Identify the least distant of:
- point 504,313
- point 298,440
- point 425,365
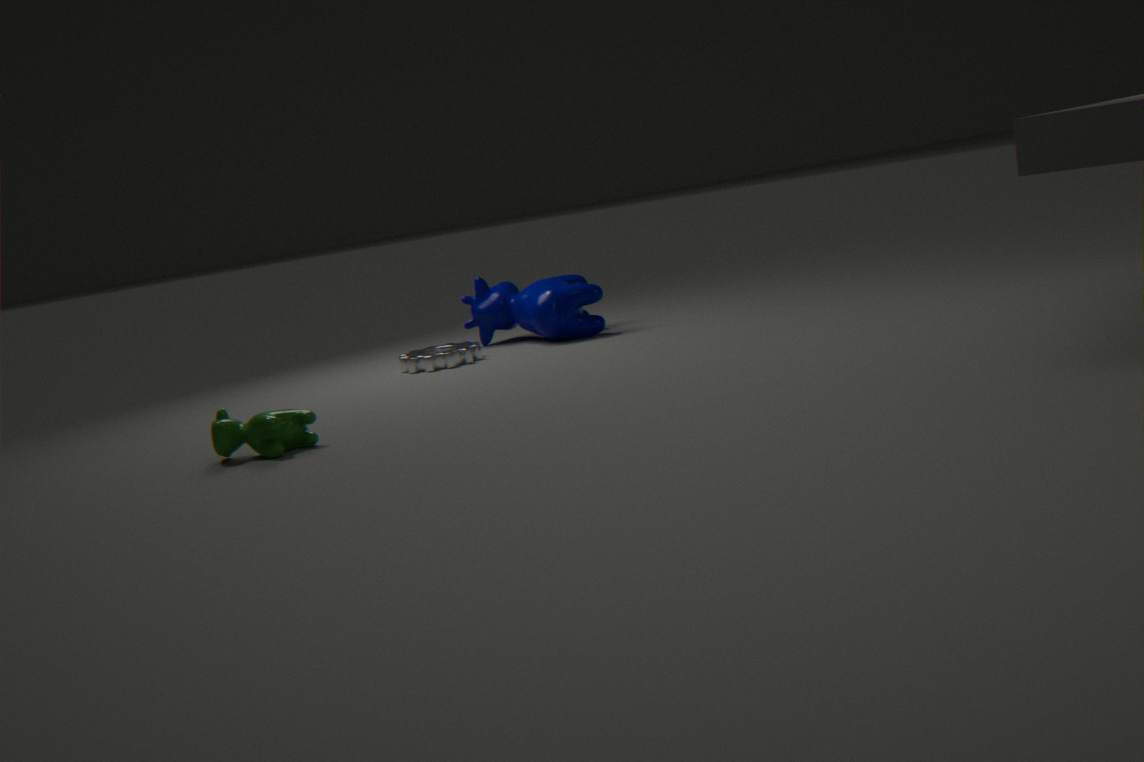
point 298,440
